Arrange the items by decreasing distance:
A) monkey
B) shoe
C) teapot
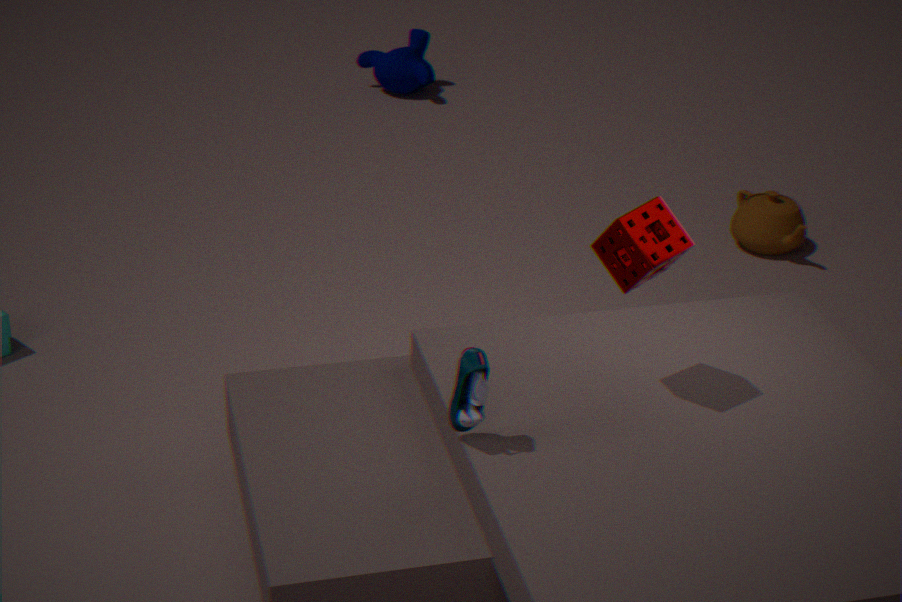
1. monkey
2. teapot
3. shoe
